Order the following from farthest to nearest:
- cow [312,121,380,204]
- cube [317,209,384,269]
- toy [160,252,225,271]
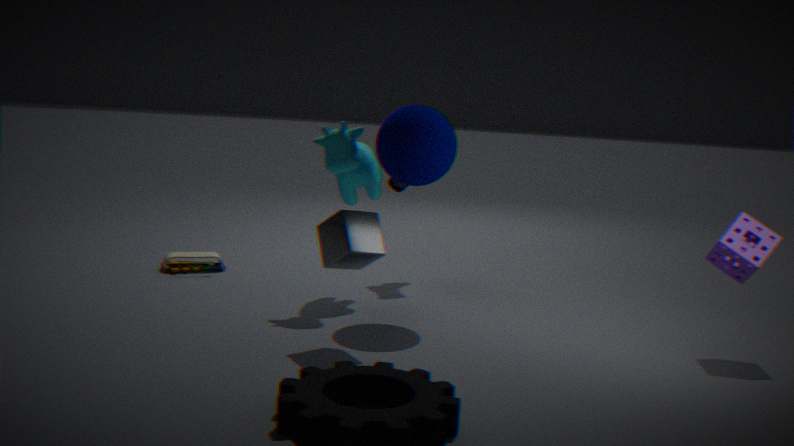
toy [160,252,225,271] < cow [312,121,380,204] < cube [317,209,384,269]
